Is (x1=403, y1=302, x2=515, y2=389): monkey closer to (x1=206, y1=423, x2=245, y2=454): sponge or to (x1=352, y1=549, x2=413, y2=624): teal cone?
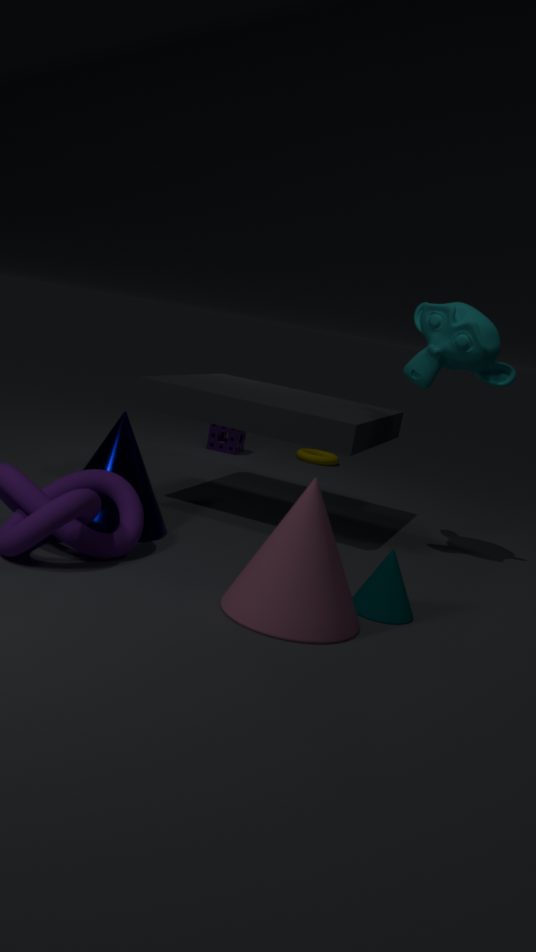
(x1=352, y1=549, x2=413, y2=624): teal cone
